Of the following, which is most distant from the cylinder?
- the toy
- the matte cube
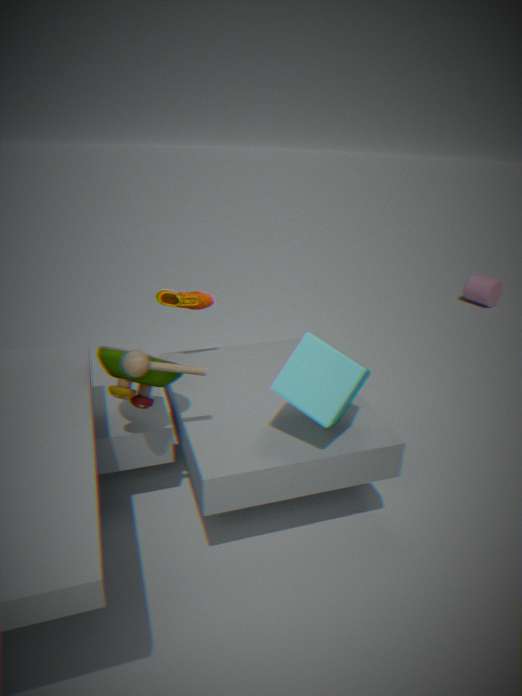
the toy
